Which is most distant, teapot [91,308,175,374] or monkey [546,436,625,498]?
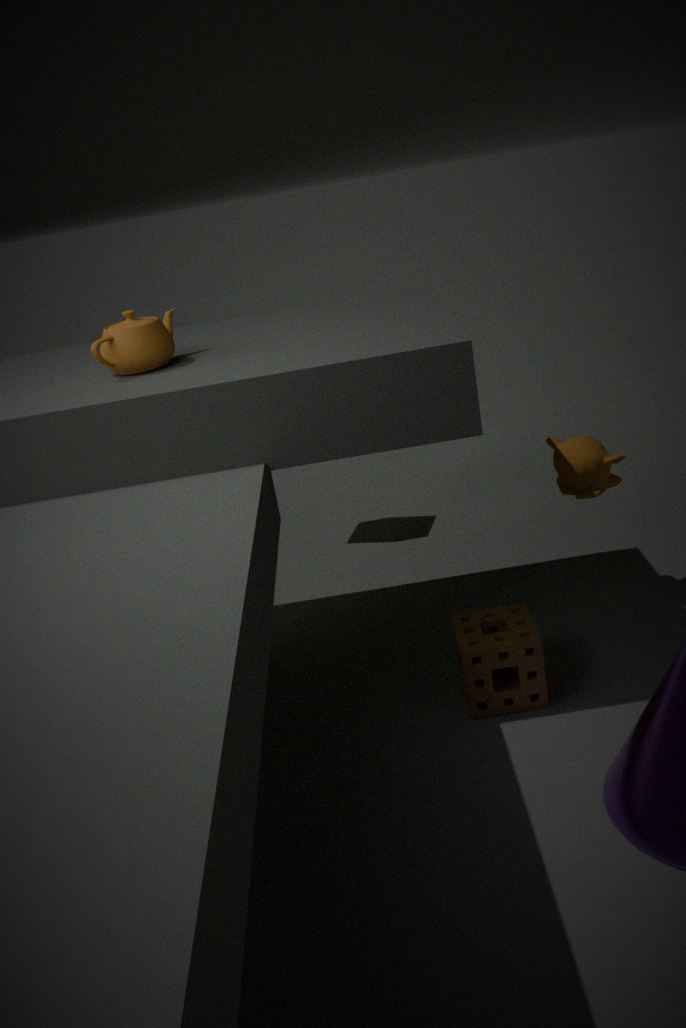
monkey [546,436,625,498]
